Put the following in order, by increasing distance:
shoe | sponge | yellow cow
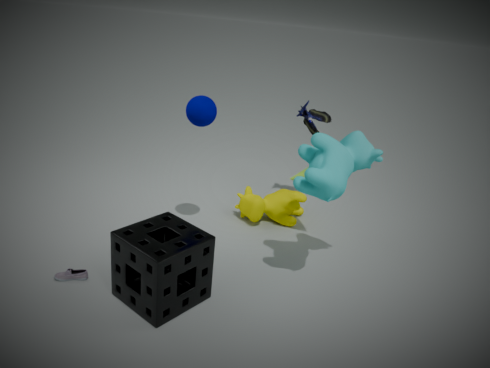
sponge < shoe < yellow cow
